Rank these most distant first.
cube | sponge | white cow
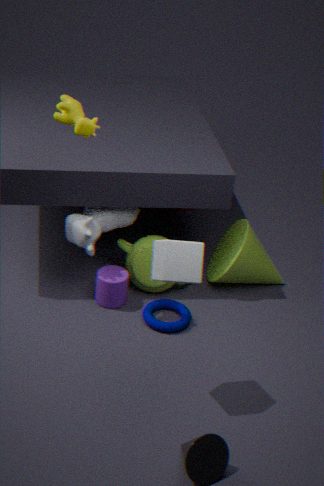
sponge → white cow → cube
